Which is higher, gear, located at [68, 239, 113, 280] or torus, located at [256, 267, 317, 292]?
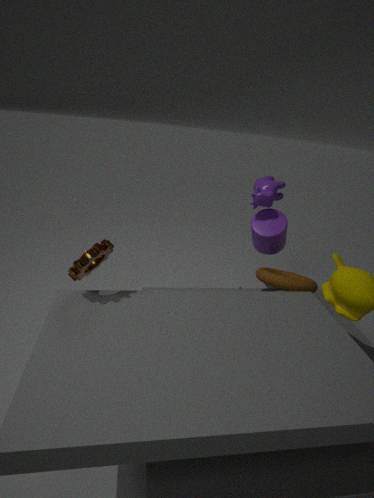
gear, located at [68, 239, 113, 280]
